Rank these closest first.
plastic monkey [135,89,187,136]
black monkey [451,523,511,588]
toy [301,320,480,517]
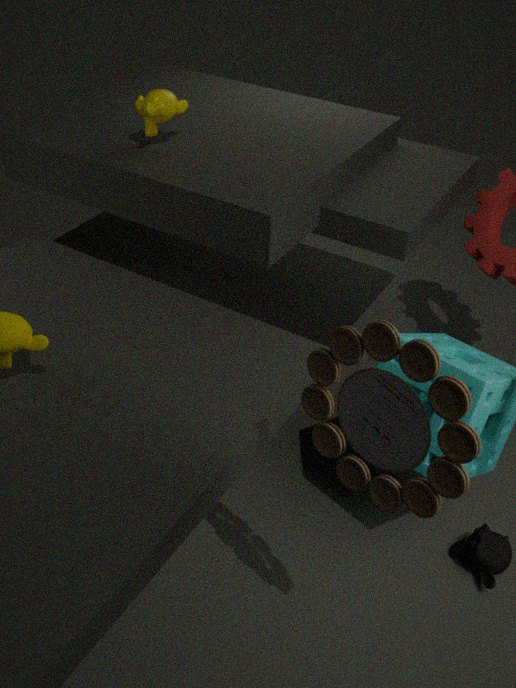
toy [301,320,480,517] < black monkey [451,523,511,588] < plastic monkey [135,89,187,136]
